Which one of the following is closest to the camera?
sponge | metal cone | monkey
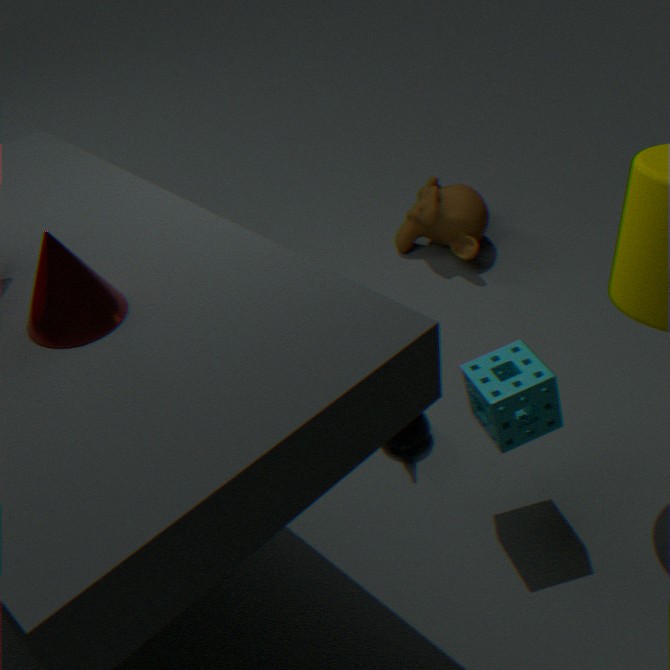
metal cone
